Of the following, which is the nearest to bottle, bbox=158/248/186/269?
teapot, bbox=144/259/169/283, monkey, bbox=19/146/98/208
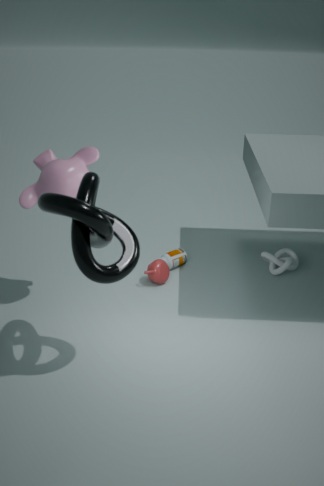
teapot, bbox=144/259/169/283
